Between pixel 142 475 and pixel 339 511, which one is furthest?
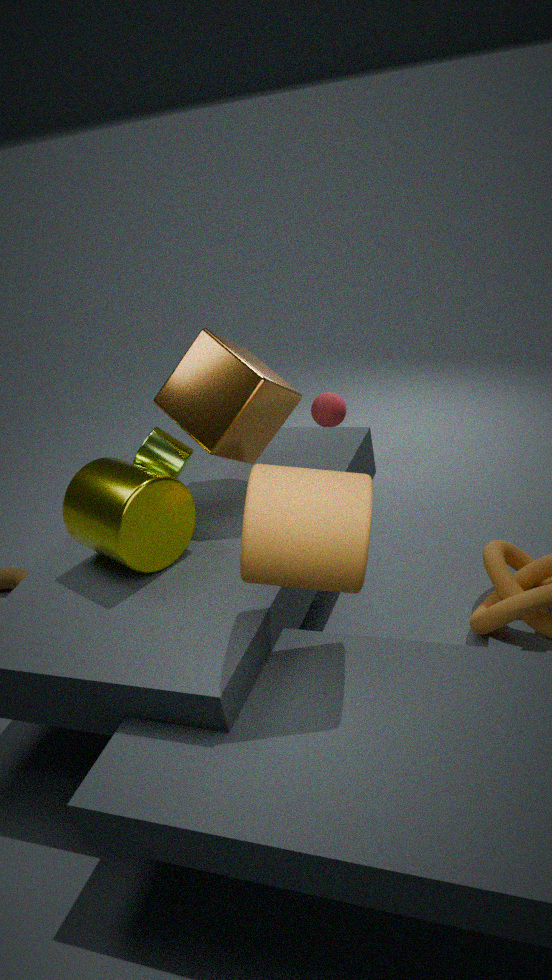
pixel 142 475
